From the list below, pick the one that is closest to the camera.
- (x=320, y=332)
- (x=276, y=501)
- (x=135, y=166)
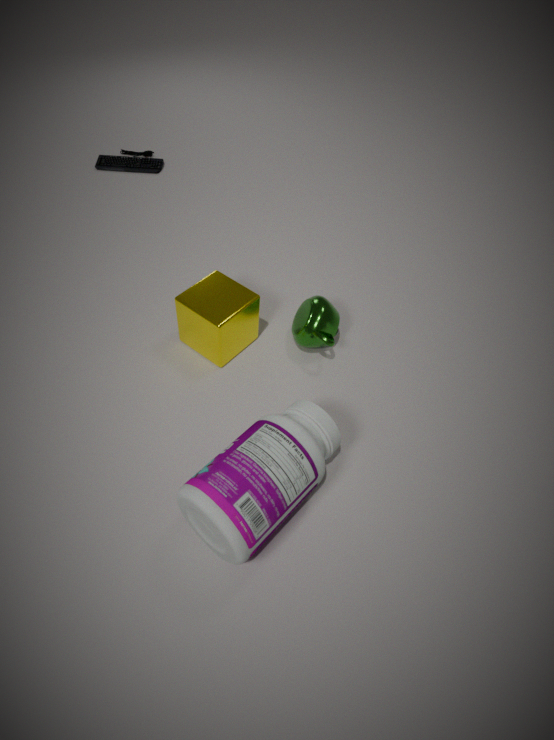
(x=276, y=501)
